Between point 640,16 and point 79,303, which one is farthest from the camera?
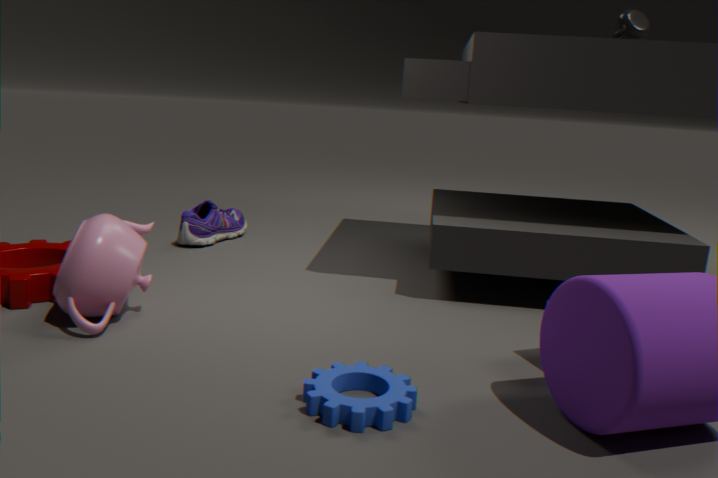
point 640,16
